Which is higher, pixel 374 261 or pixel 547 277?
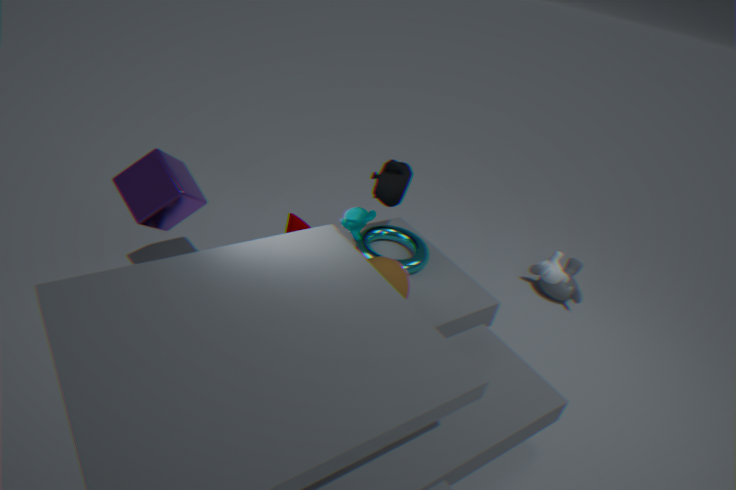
pixel 547 277
